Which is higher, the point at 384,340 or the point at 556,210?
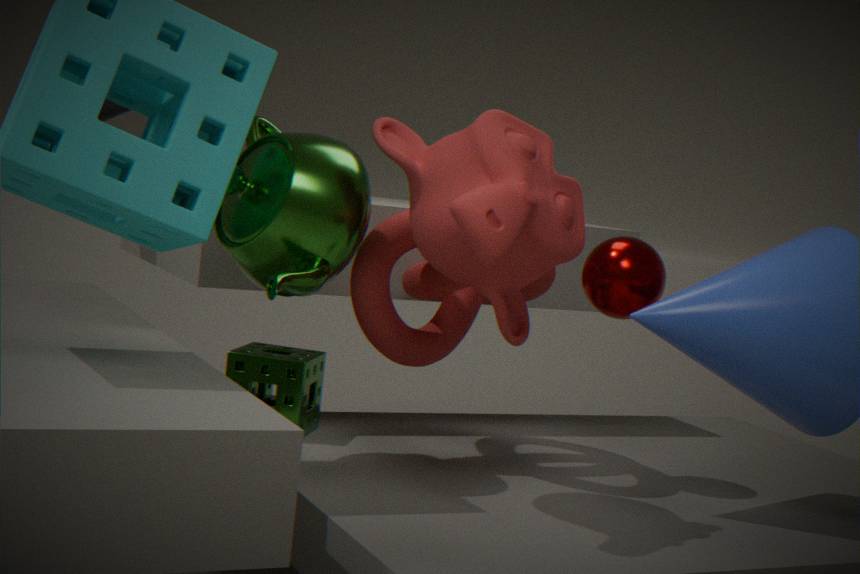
the point at 556,210
